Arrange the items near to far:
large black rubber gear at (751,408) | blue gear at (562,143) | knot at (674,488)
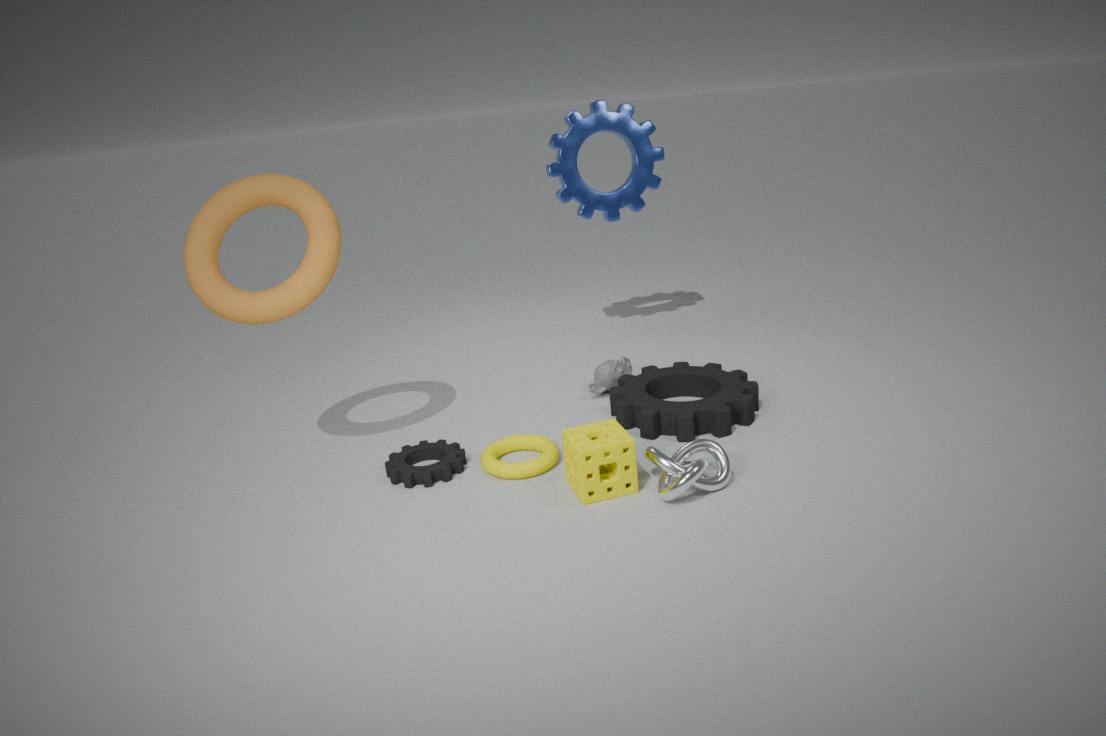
knot at (674,488)
large black rubber gear at (751,408)
blue gear at (562,143)
